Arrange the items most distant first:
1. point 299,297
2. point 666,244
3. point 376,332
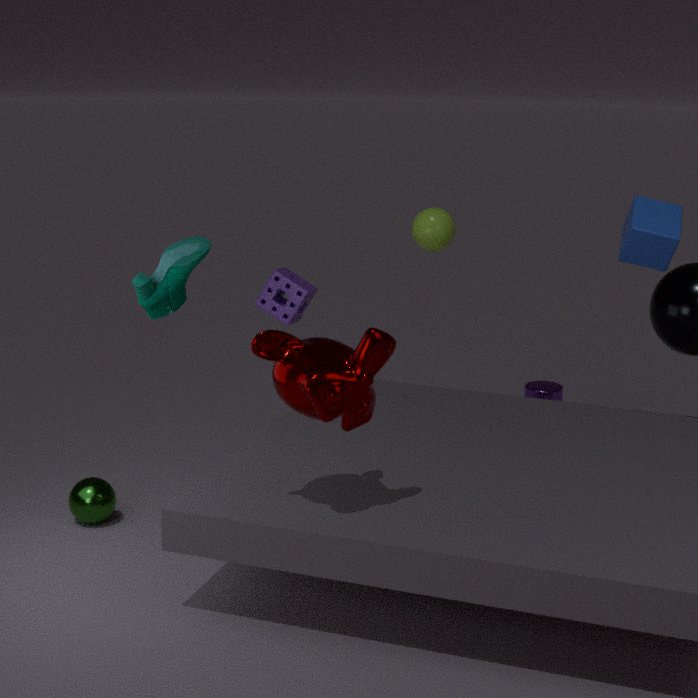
point 299,297
point 666,244
point 376,332
